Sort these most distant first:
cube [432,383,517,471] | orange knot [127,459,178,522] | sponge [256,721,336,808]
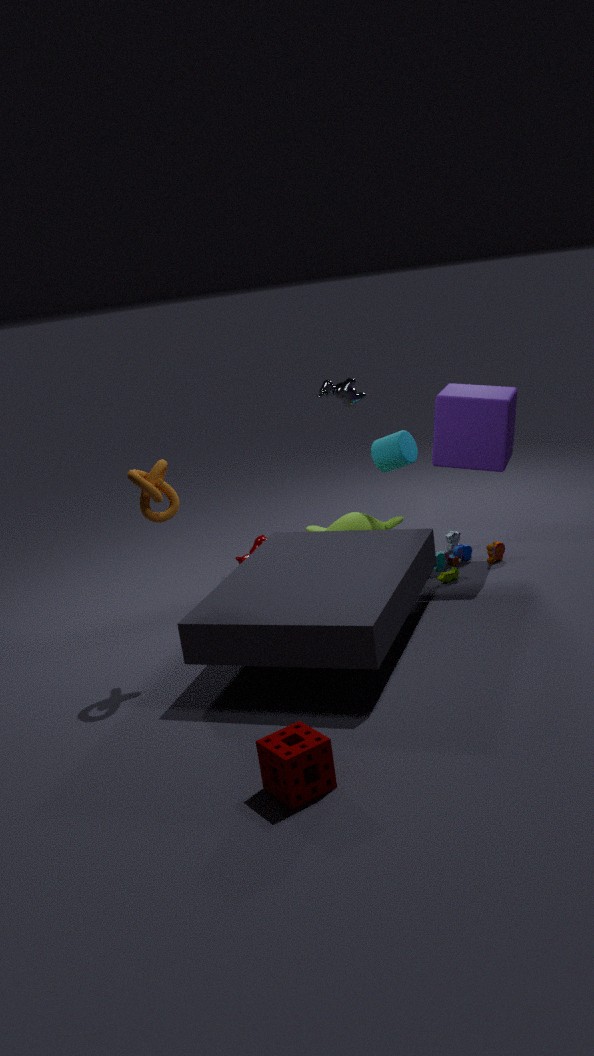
cube [432,383,517,471] → orange knot [127,459,178,522] → sponge [256,721,336,808]
